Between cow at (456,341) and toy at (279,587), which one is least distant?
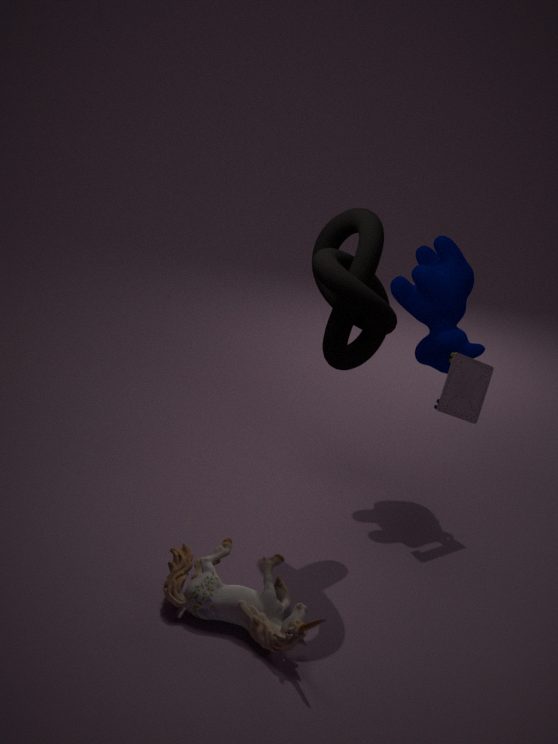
toy at (279,587)
